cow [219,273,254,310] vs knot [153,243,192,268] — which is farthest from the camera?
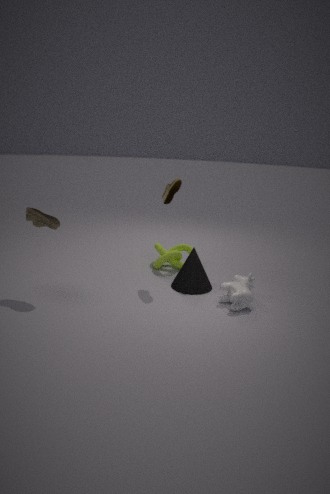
knot [153,243,192,268]
